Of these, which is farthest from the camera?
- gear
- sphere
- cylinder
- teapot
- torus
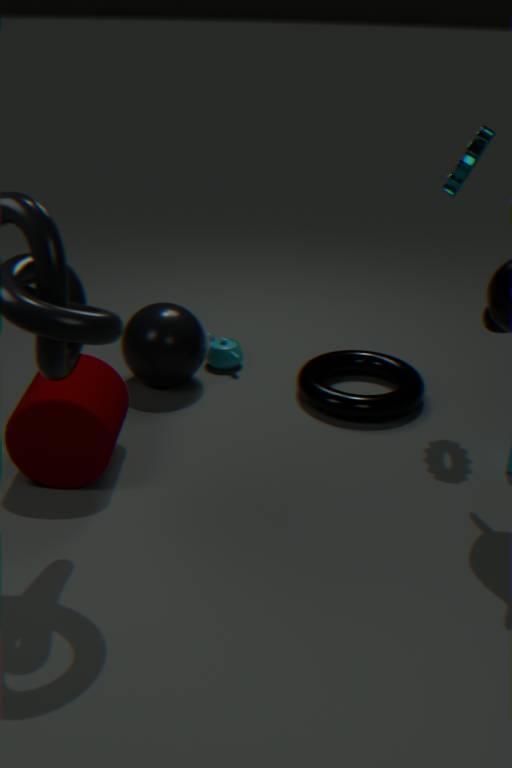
teapot
